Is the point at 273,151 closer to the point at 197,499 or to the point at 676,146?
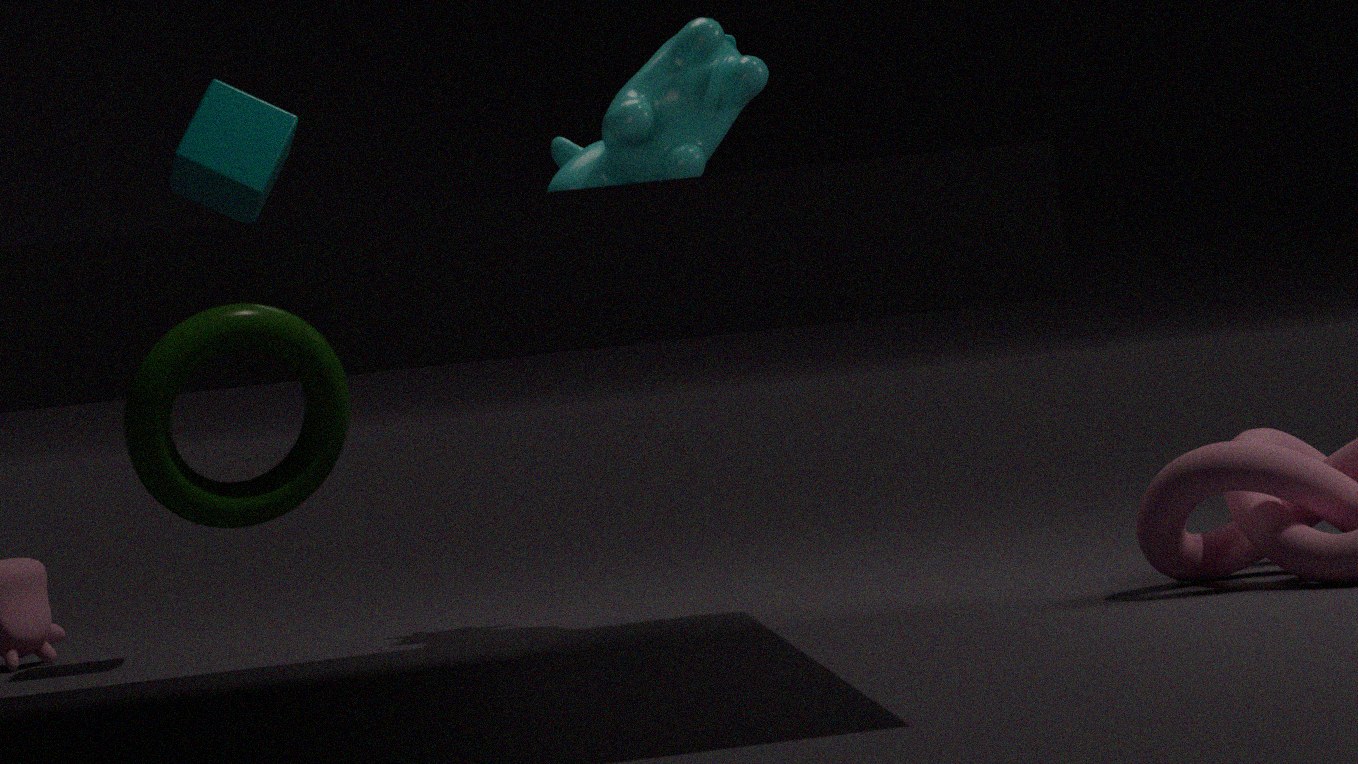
the point at 676,146
